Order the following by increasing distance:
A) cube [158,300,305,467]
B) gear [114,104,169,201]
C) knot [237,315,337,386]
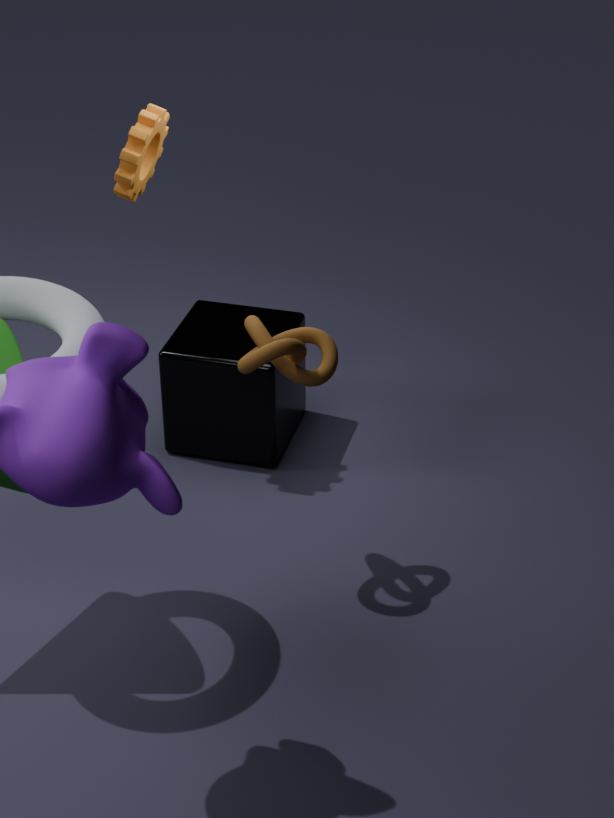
1. C. knot [237,315,337,386]
2. B. gear [114,104,169,201]
3. A. cube [158,300,305,467]
